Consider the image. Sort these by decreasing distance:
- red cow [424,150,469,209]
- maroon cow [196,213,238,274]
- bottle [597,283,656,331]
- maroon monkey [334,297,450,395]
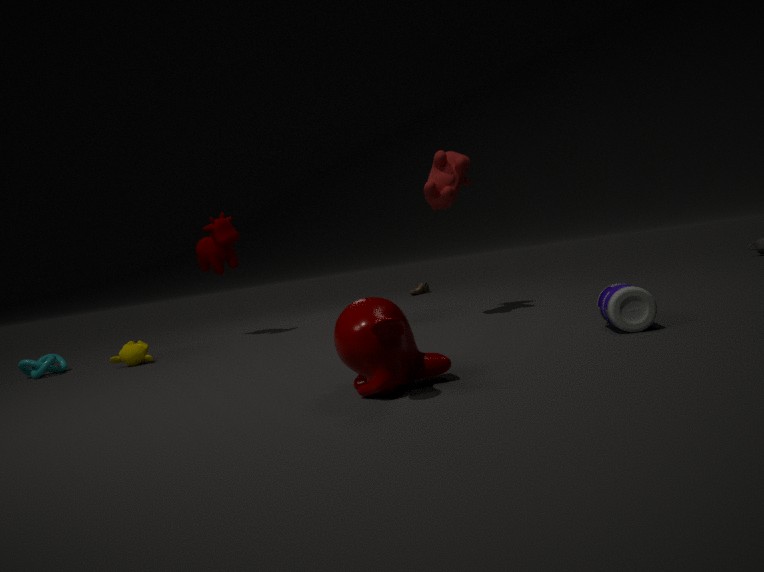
maroon cow [196,213,238,274] → red cow [424,150,469,209] → bottle [597,283,656,331] → maroon monkey [334,297,450,395]
